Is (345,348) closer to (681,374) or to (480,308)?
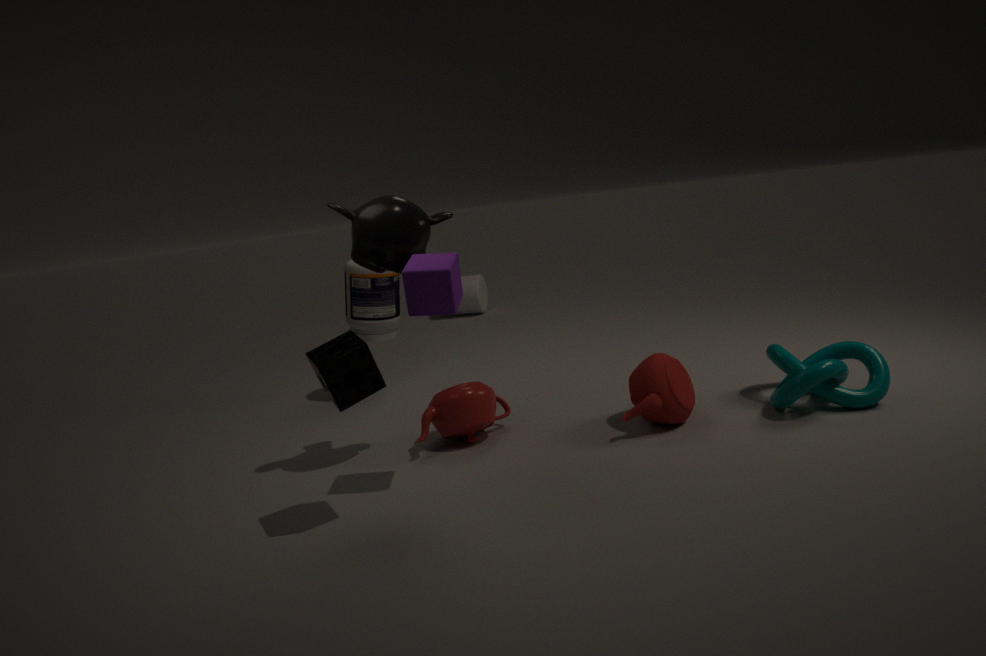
(681,374)
